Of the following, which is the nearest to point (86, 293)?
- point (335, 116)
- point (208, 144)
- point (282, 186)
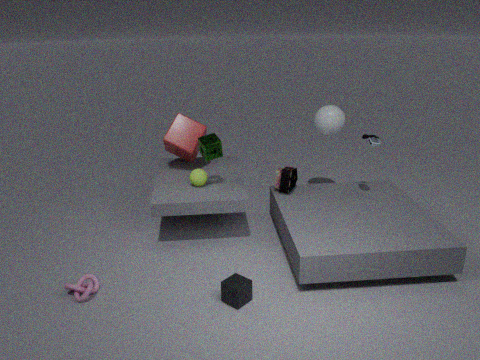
point (208, 144)
